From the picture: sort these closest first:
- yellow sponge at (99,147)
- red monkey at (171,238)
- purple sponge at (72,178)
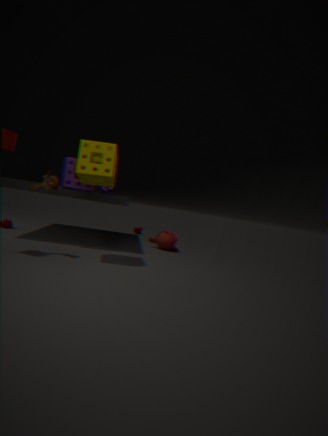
yellow sponge at (99,147) < purple sponge at (72,178) < red monkey at (171,238)
